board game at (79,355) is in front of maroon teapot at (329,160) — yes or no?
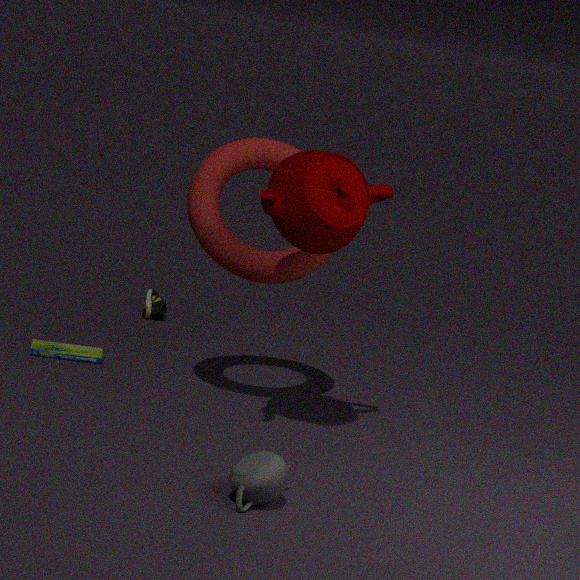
No
